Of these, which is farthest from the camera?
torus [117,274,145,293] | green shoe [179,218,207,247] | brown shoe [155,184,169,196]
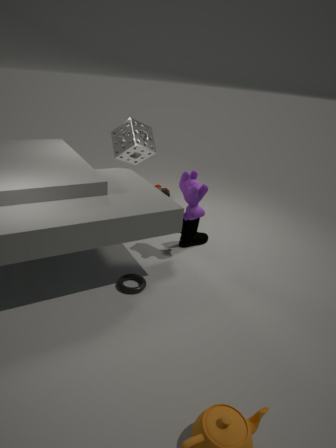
brown shoe [155,184,169,196]
